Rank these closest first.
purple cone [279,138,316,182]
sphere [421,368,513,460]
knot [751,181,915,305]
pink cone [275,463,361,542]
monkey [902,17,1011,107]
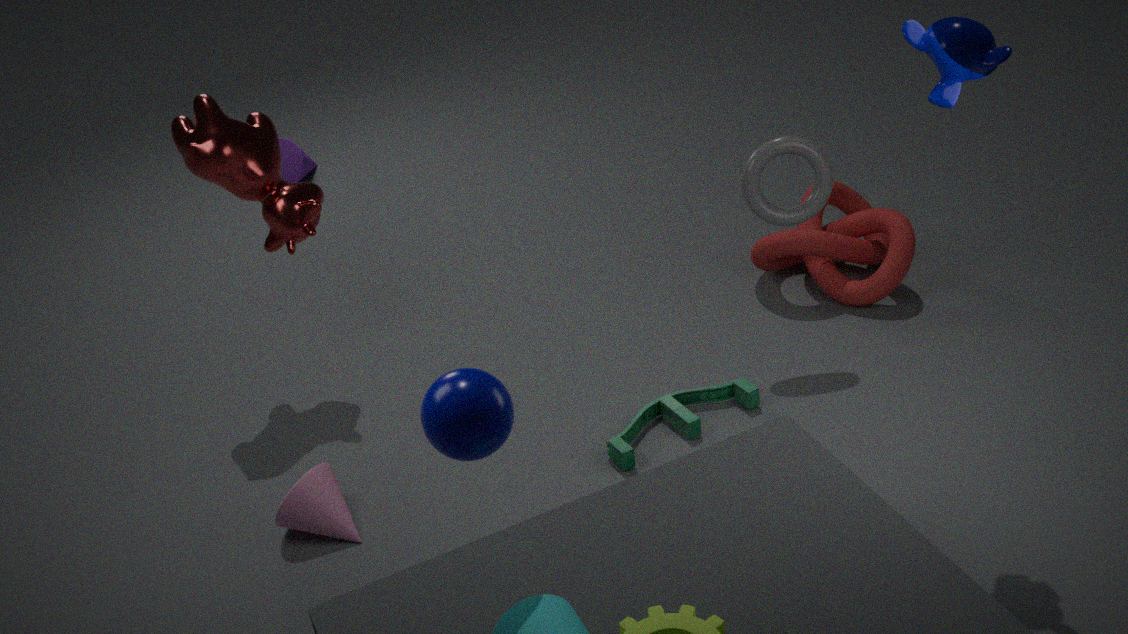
sphere [421,368,513,460], monkey [902,17,1011,107], pink cone [275,463,361,542], knot [751,181,915,305], purple cone [279,138,316,182]
